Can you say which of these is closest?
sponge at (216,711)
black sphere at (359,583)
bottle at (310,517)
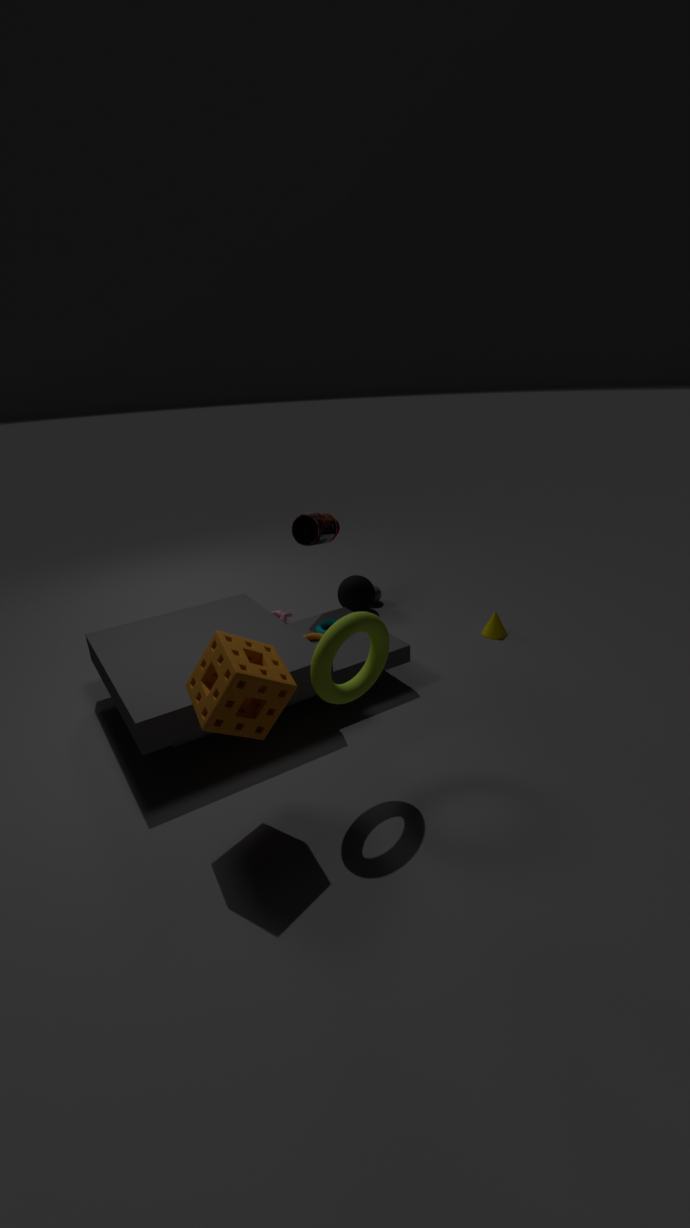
sponge at (216,711)
